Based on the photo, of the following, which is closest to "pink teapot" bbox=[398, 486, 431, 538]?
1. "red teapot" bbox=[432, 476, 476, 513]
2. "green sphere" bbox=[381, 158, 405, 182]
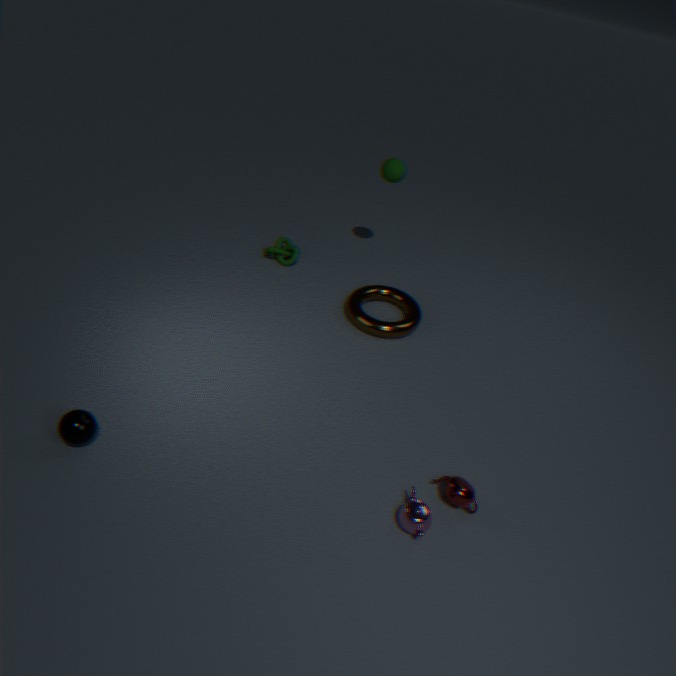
"red teapot" bbox=[432, 476, 476, 513]
